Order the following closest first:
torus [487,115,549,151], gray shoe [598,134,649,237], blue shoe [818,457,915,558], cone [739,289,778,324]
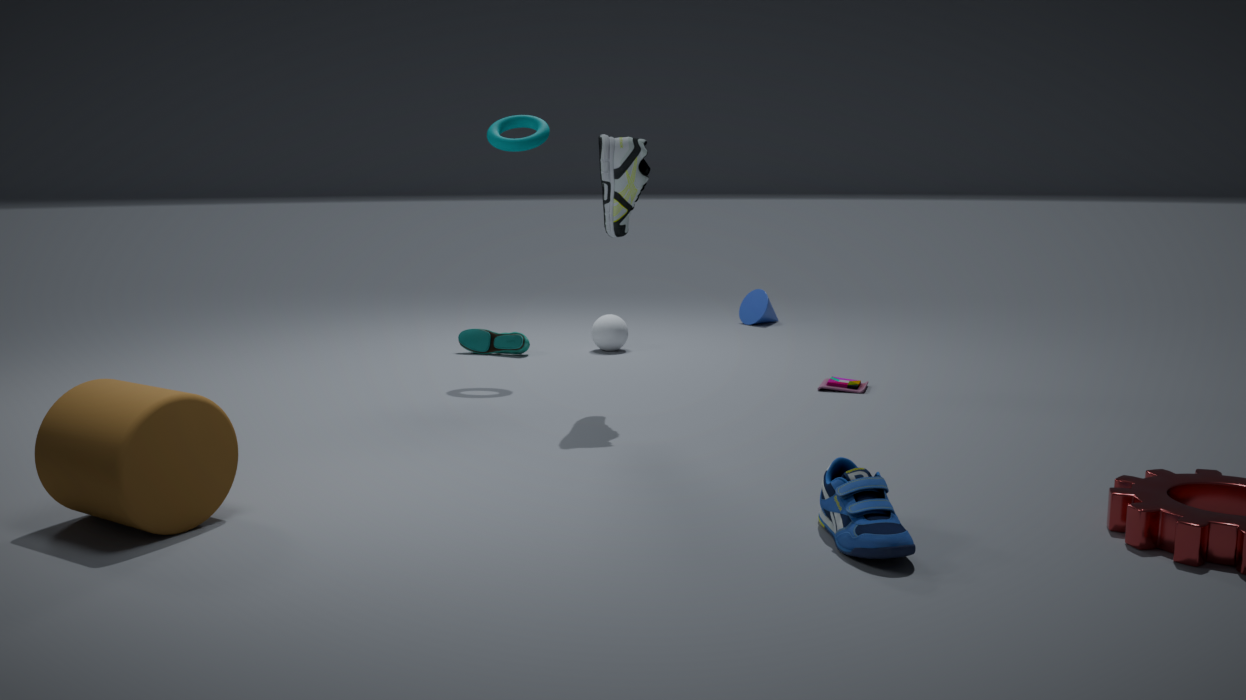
blue shoe [818,457,915,558] < gray shoe [598,134,649,237] < torus [487,115,549,151] < cone [739,289,778,324]
